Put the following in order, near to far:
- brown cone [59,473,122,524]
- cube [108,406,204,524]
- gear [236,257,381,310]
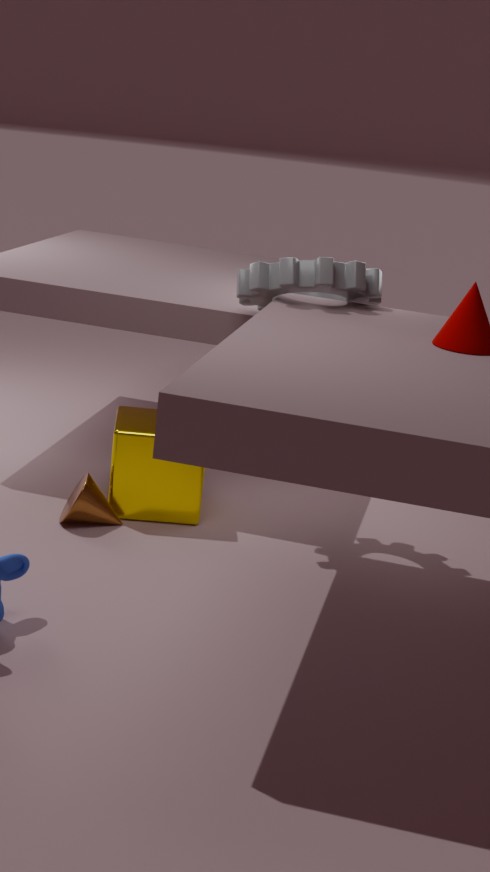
gear [236,257,381,310] → brown cone [59,473,122,524] → cube [108,406,204,524]
